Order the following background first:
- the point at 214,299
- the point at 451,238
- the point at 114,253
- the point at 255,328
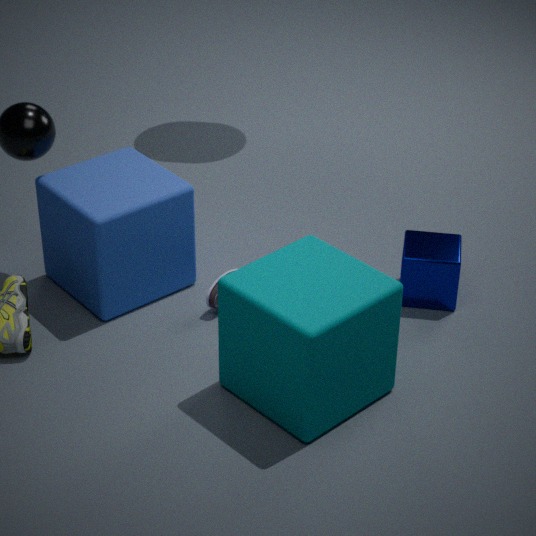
the point at 451,238, the point at 214,299, the point at 114,253, the point at 255,328
